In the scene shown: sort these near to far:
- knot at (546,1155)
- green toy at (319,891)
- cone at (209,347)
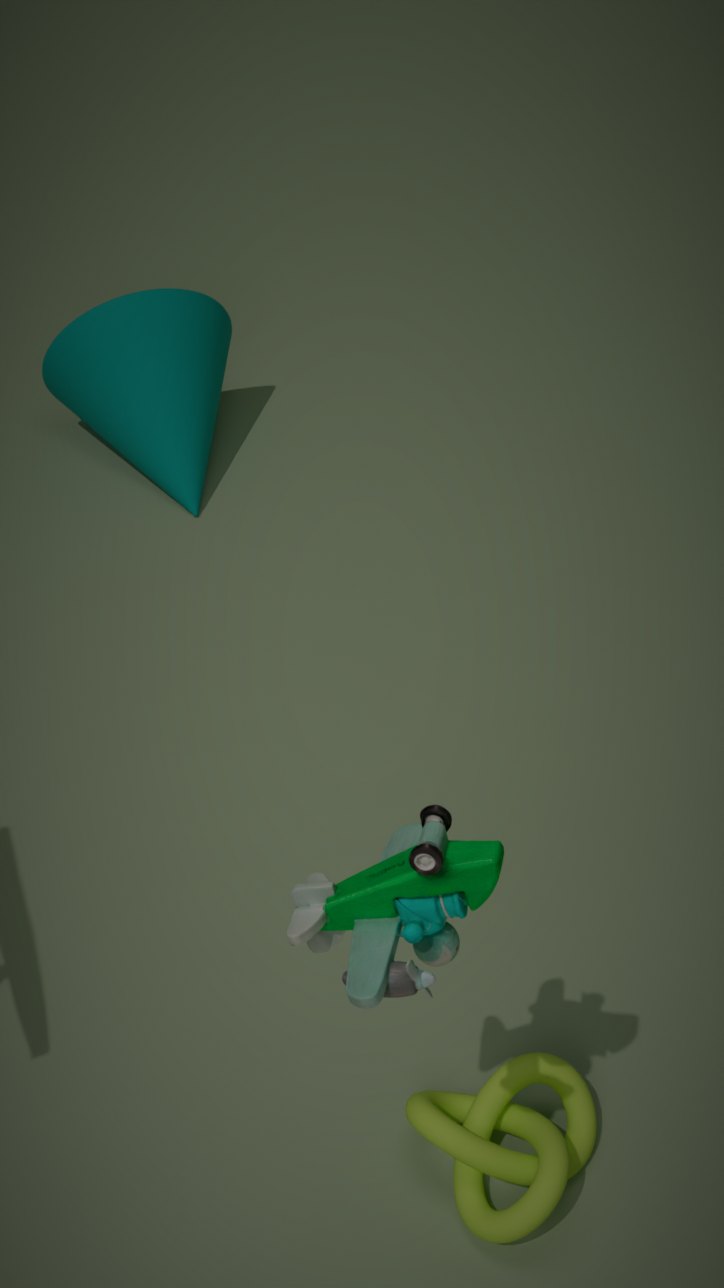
green toy at (319,891) < knot at (546,1155) < cone at (209,347)
